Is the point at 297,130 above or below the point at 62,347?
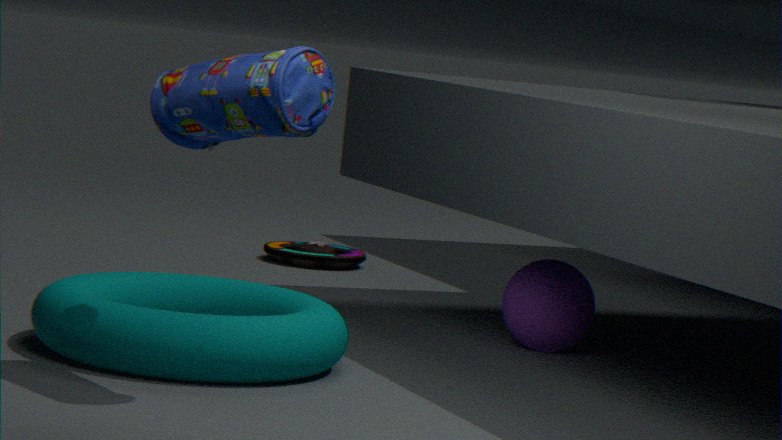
above
